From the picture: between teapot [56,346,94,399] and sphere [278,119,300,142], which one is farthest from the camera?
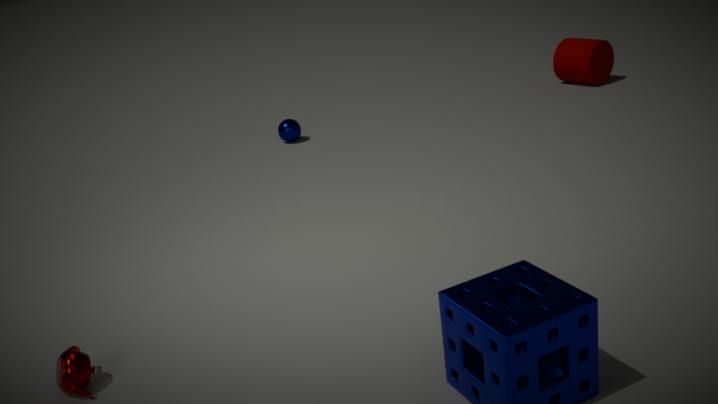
sphere [278,119,300,142]
